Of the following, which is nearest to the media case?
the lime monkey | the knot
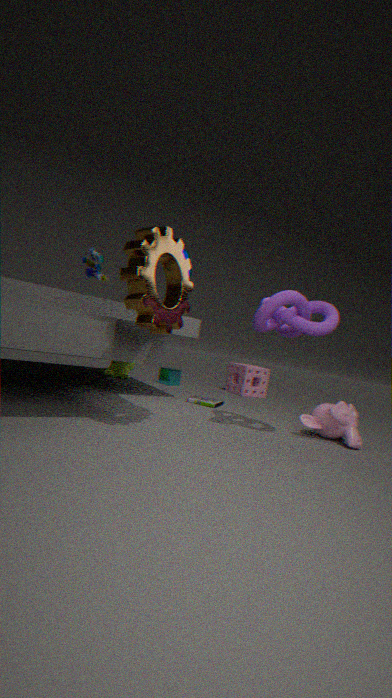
the lime monkey
